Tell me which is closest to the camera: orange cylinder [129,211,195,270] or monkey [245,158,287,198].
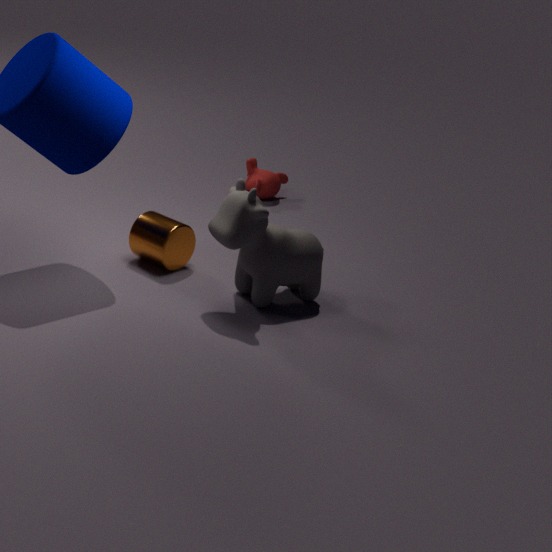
orange cylinder [129,211,195,270]
